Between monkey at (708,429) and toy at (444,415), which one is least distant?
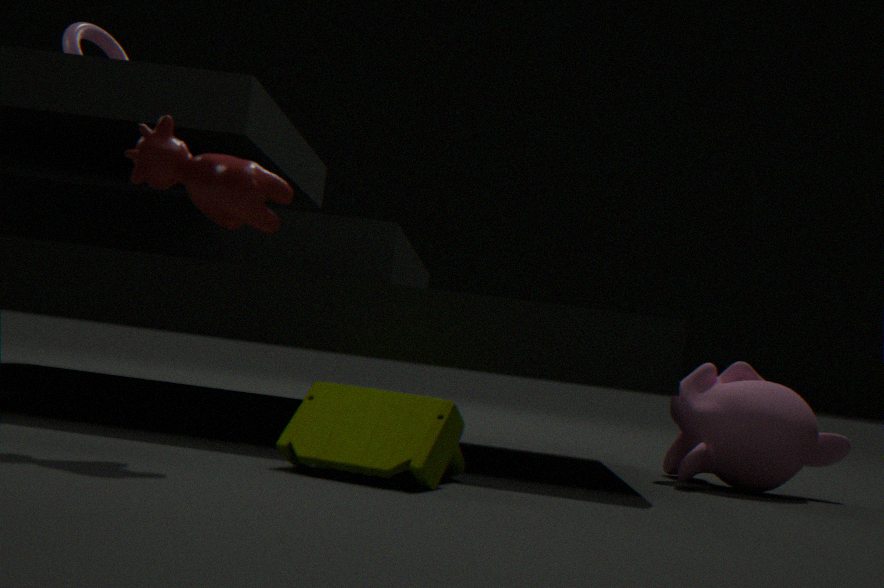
toy at (444,415)
